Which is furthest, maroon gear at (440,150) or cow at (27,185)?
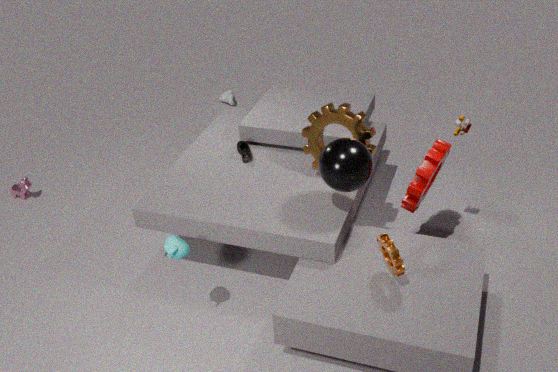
cow at (27,185)
